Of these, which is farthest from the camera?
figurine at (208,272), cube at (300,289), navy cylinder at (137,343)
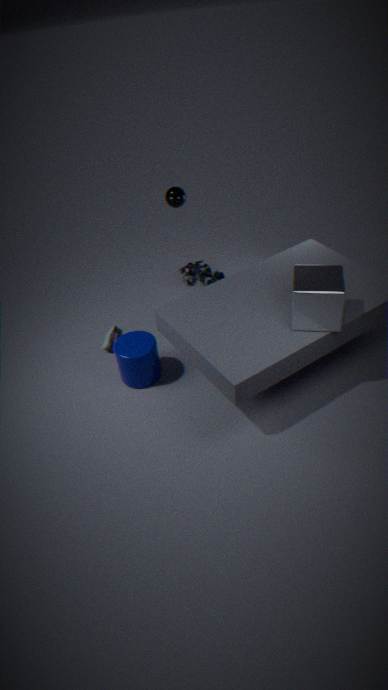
figurine at (208,272)
